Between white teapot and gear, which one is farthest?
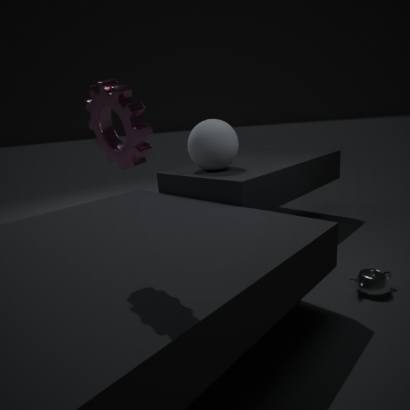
white teapot
